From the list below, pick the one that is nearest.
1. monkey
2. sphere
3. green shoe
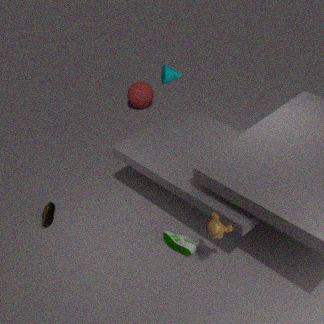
monkey
